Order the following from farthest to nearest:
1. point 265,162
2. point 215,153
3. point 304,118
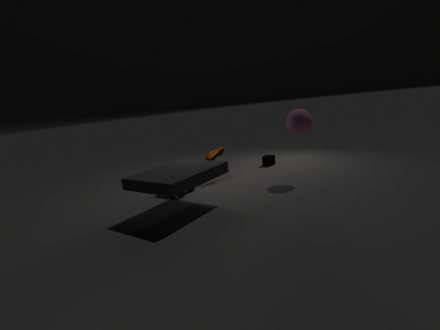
point 265,162
point 215,153
point 304,118
